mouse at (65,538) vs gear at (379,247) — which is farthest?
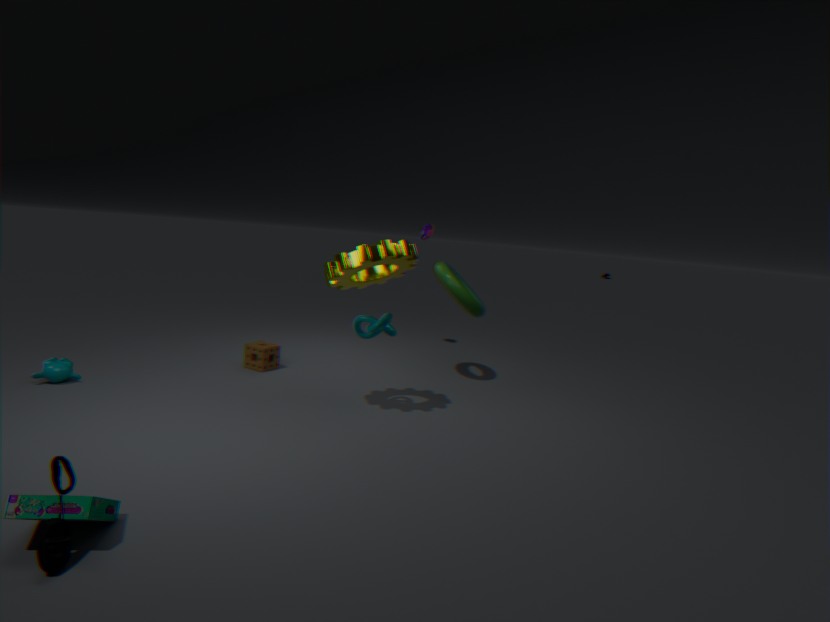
gear at (379,247)
